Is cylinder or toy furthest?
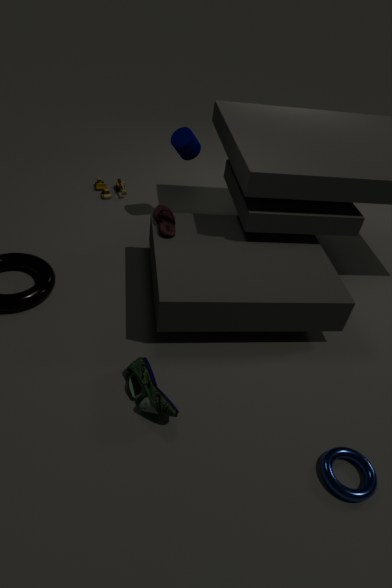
toy
